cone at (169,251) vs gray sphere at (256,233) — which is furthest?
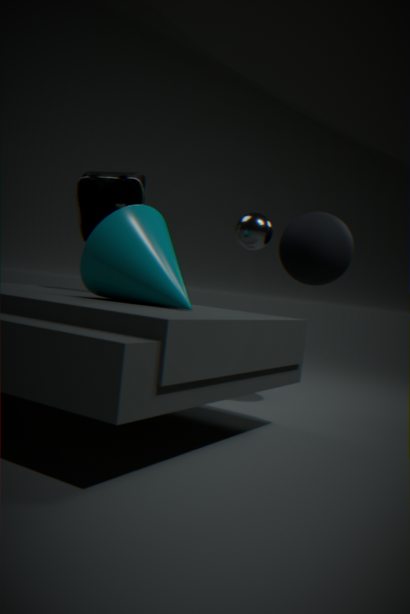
gray sphere at (256,233)
